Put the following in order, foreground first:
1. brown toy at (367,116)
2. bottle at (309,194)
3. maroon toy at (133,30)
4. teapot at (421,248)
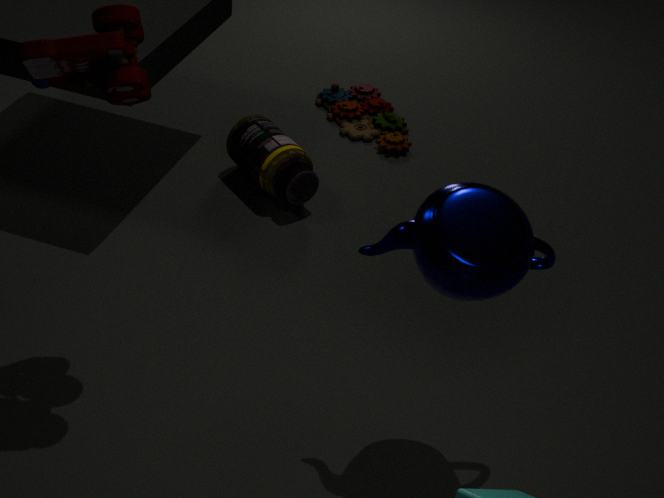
teapot at (421,248)
maroon toy at (133,30)
bottle at (309,194)
brown toy at (367,116)
